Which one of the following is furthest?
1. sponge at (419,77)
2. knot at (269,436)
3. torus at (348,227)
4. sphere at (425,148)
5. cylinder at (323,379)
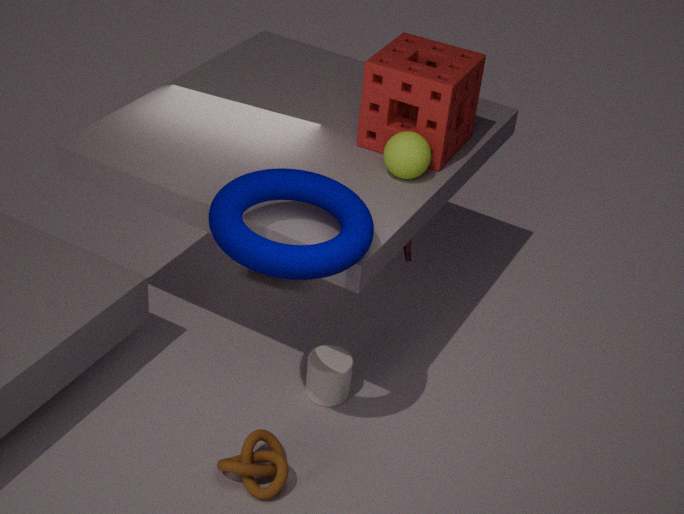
cylinder at (323,379)
